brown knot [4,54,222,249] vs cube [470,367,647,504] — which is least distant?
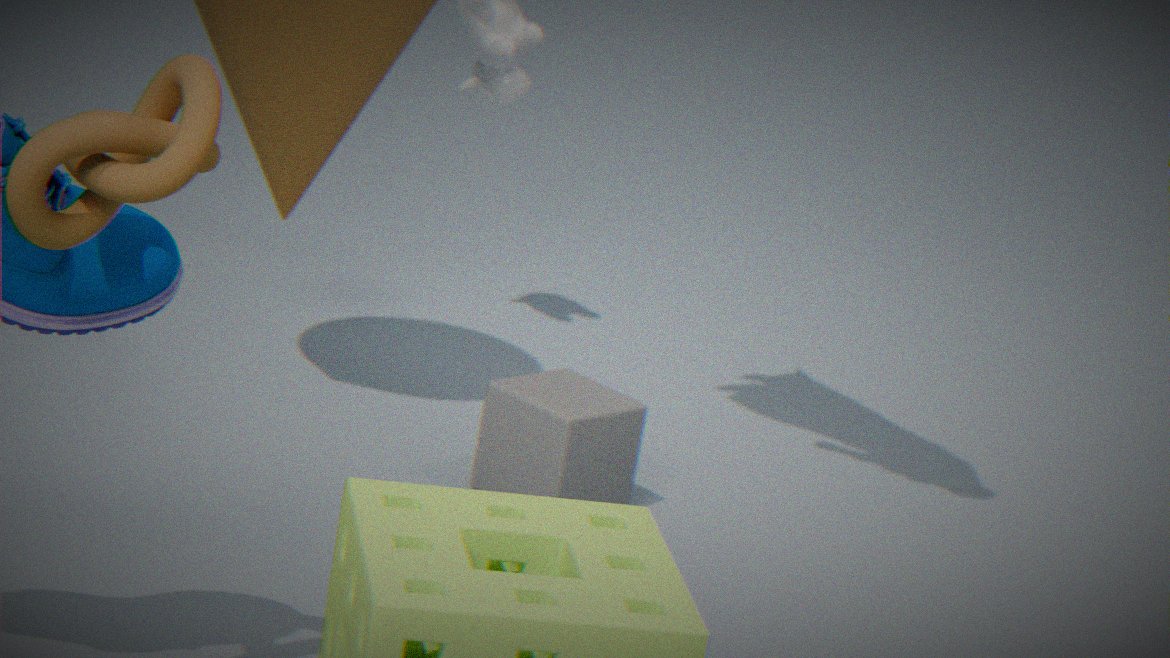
brown knot [4,54,222,249]
